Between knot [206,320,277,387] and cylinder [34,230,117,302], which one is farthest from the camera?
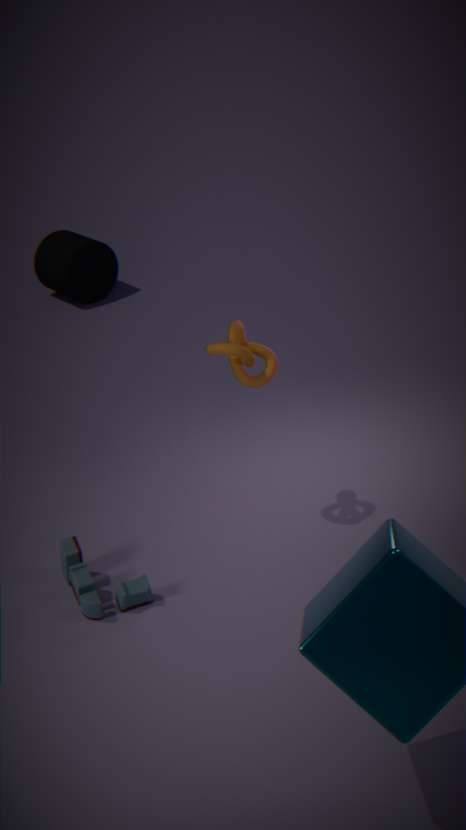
cylinder [34,230,117,302]
